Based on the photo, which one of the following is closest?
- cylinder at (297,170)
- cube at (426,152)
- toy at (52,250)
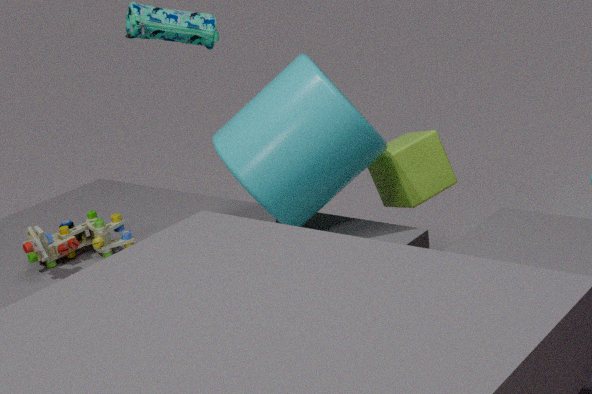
cylinder at (297,170)
